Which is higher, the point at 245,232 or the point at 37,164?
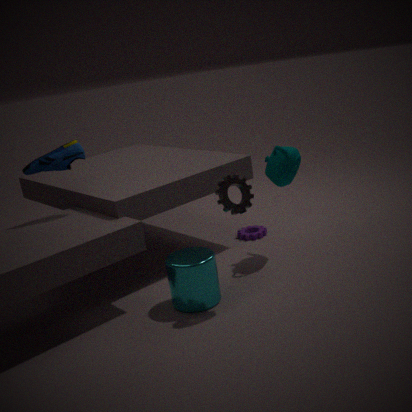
the point at 37,164
